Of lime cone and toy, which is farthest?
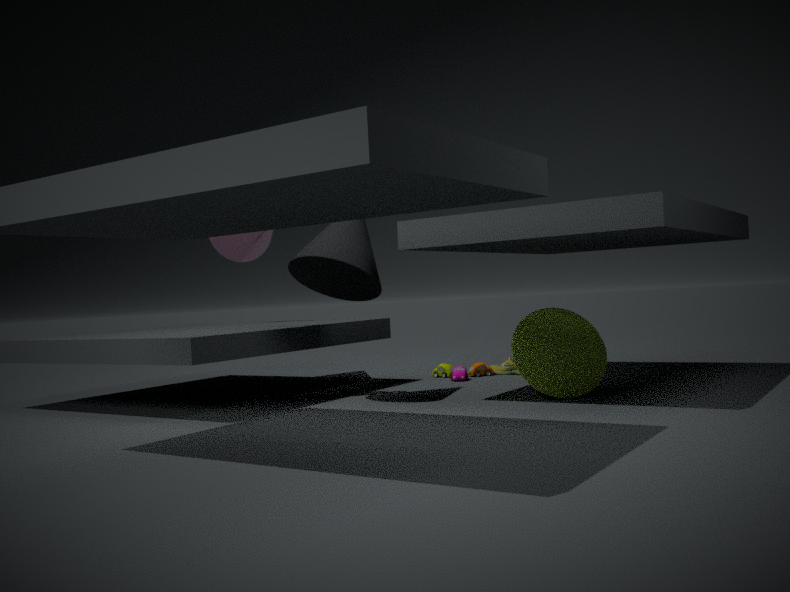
toy
